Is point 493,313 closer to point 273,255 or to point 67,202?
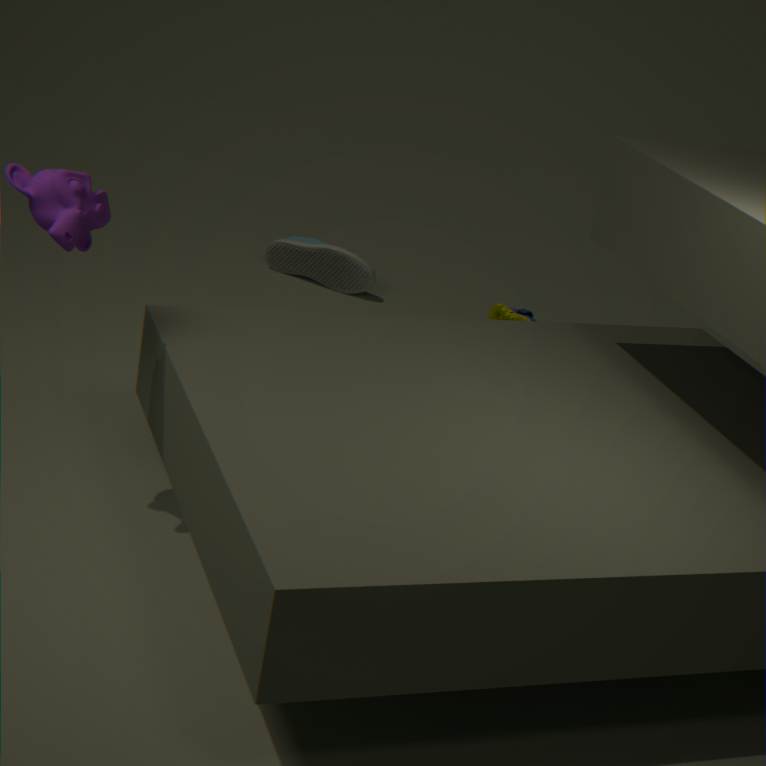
point 273,255
